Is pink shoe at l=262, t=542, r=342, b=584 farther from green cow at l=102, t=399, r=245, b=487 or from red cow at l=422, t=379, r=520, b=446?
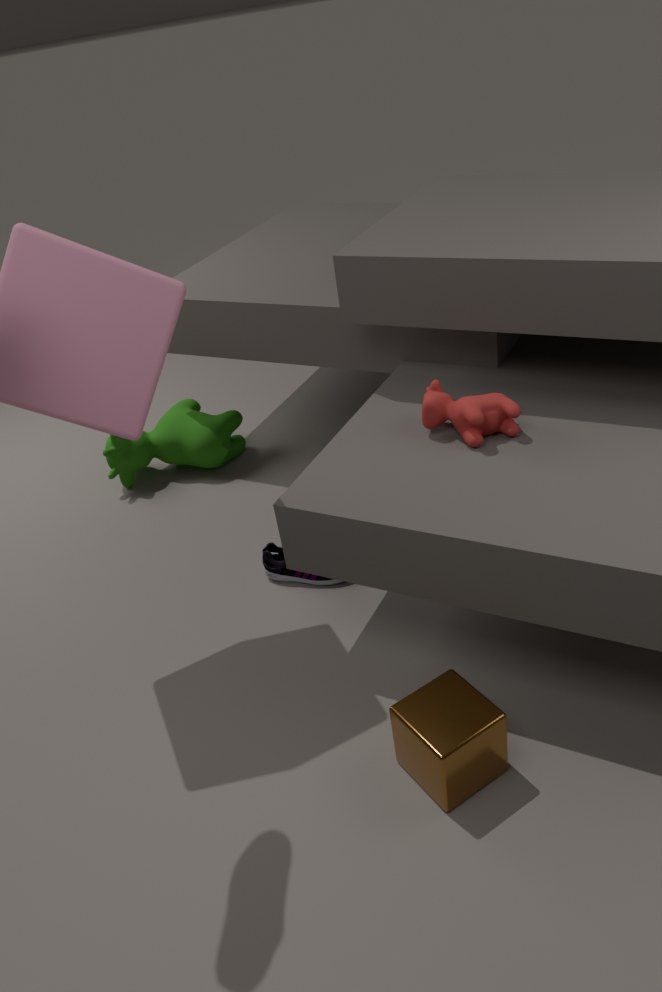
green cow at l=102, t=399, r=245, b=487
